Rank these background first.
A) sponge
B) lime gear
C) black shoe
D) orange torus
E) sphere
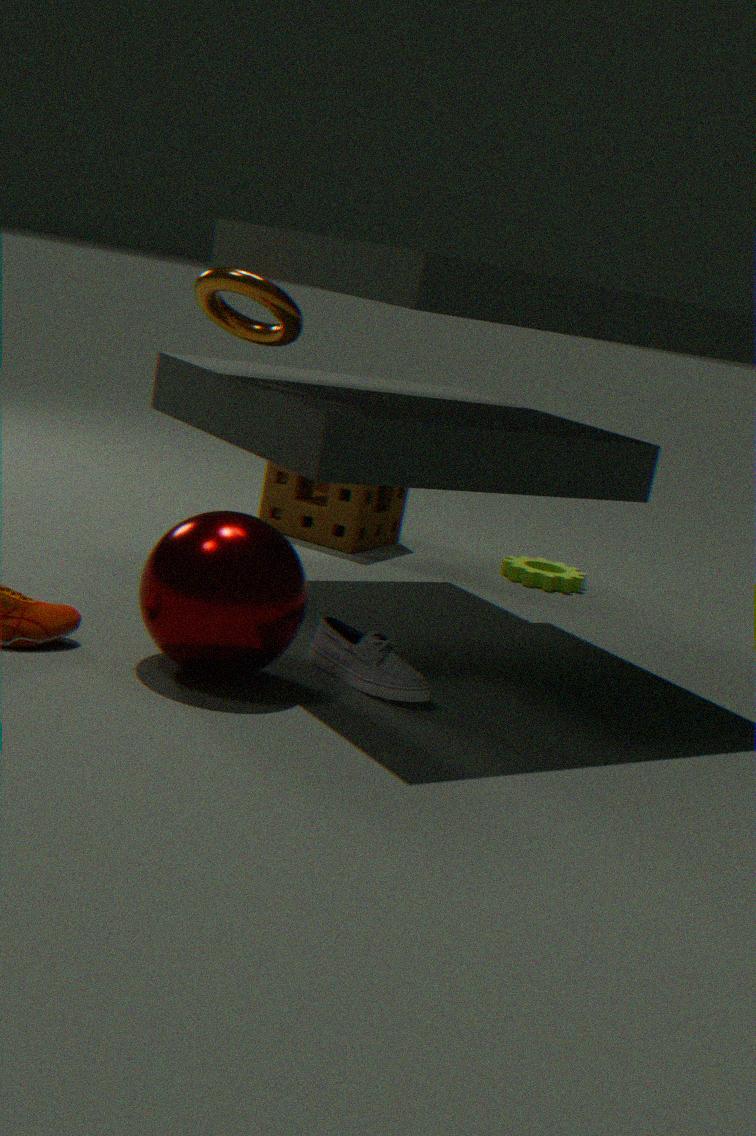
lime gear
sponge
orange torus
black shoe
sphere
